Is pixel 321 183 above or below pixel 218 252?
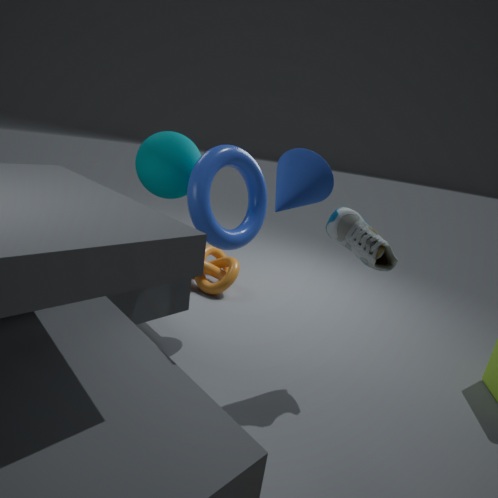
above
